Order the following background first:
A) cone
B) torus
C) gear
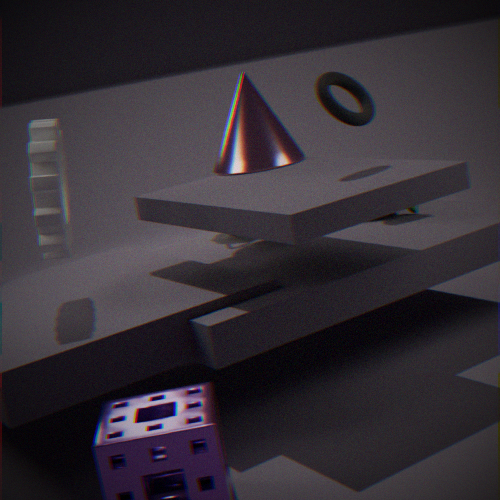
1. cone
2. torus
3. gear
